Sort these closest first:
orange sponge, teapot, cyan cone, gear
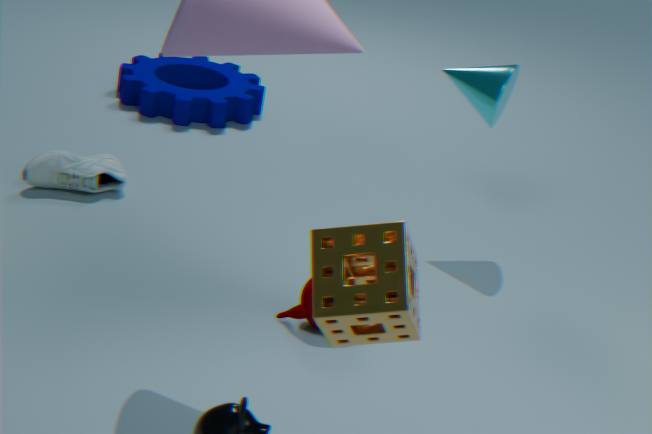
1. orange sponge
2. teapot
3. cyan cone
4. gear
